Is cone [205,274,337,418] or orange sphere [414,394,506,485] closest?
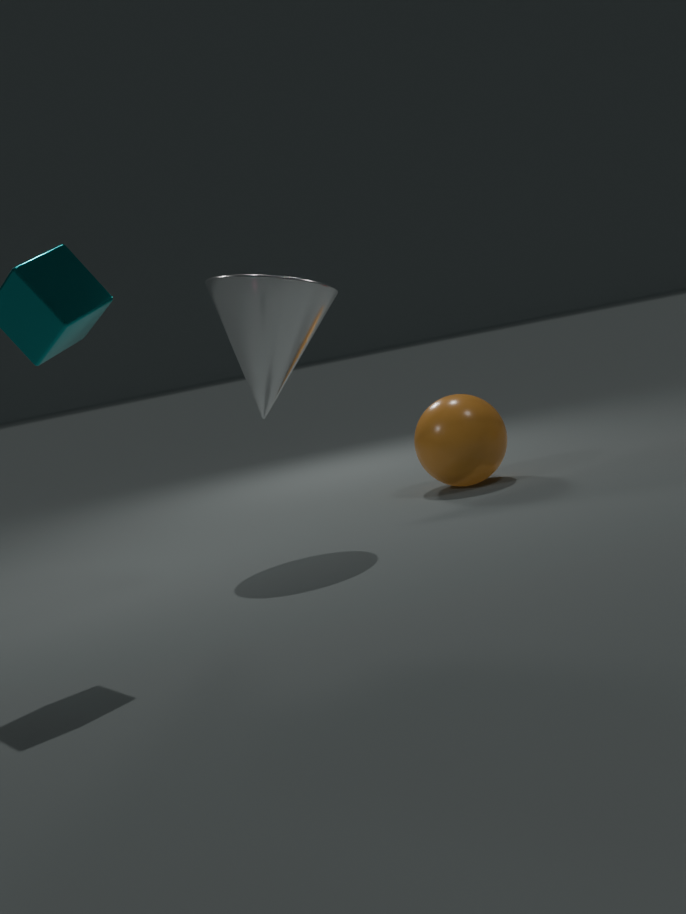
cone [205,274,337,418]
